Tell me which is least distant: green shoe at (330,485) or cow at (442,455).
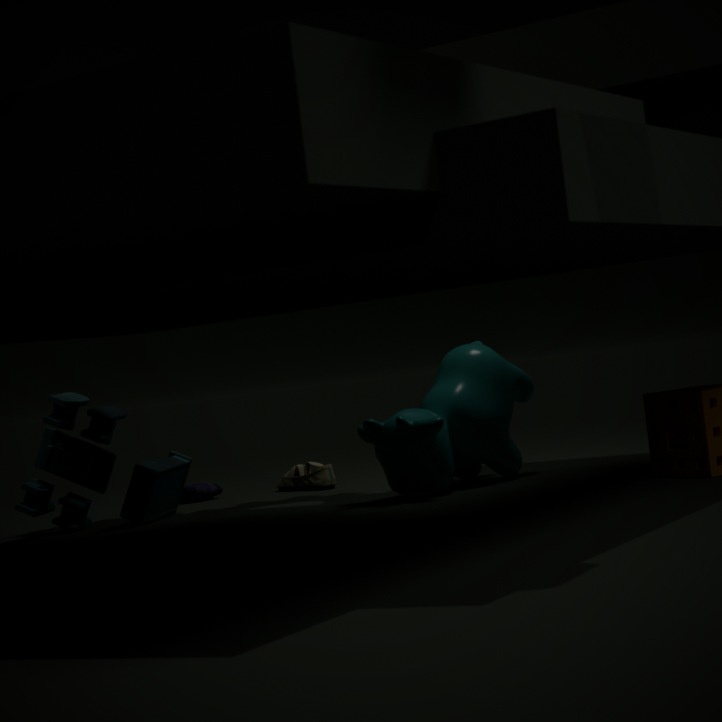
cow at (442,455)
